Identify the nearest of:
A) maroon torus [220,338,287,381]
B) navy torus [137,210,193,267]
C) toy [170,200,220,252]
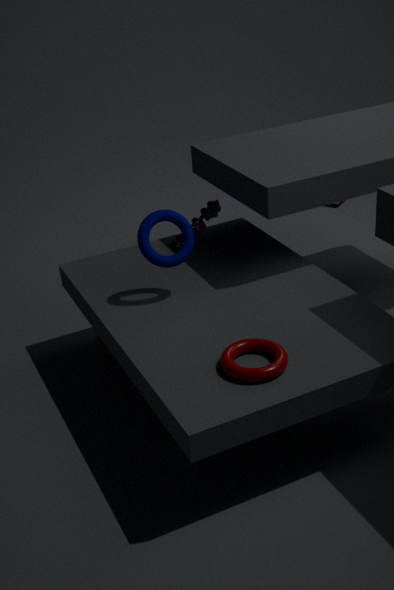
maroon torus [220,338,287,381]
